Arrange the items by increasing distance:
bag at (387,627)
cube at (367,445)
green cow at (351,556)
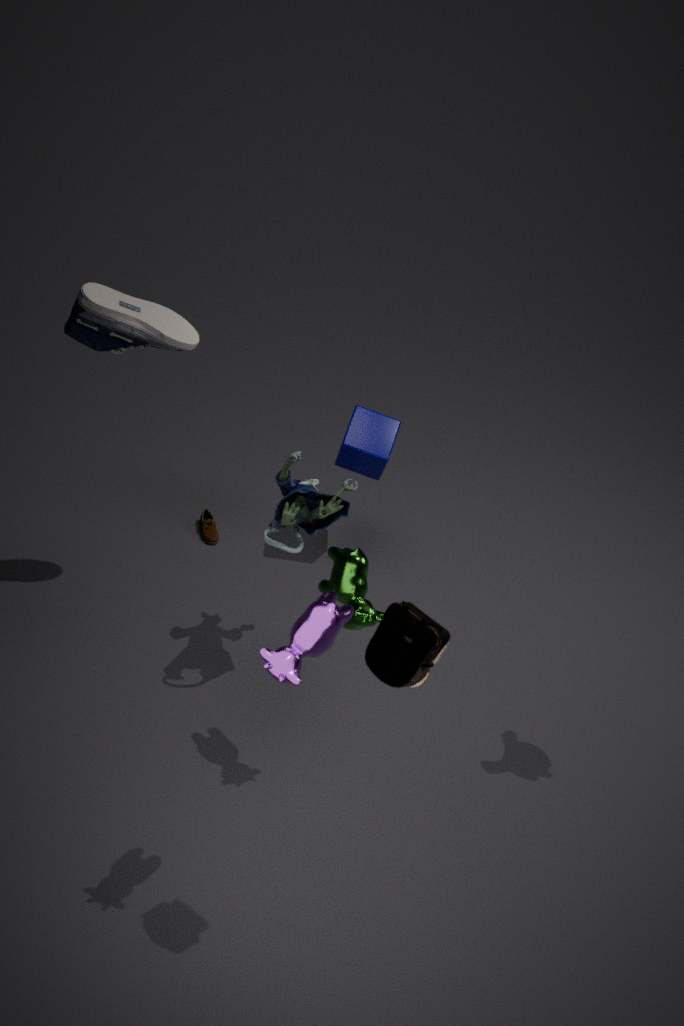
1. bag at (387,627)
2. green cow at (351,556)
3. cube at (367,445)
